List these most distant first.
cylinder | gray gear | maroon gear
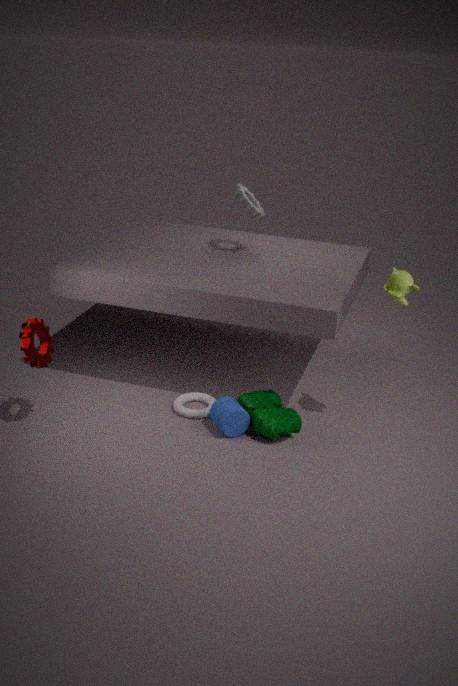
1. gray gear
2. cylinder
3. maroon gear
